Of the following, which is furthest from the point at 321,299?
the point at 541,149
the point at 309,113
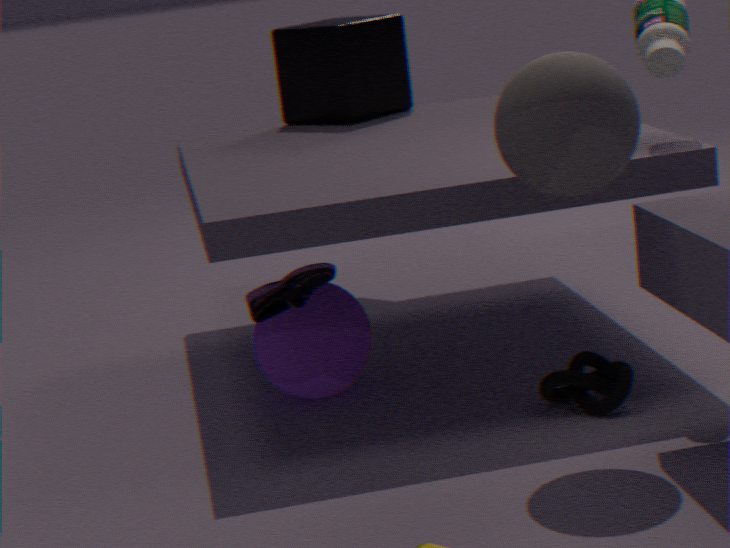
the point at 309,113
